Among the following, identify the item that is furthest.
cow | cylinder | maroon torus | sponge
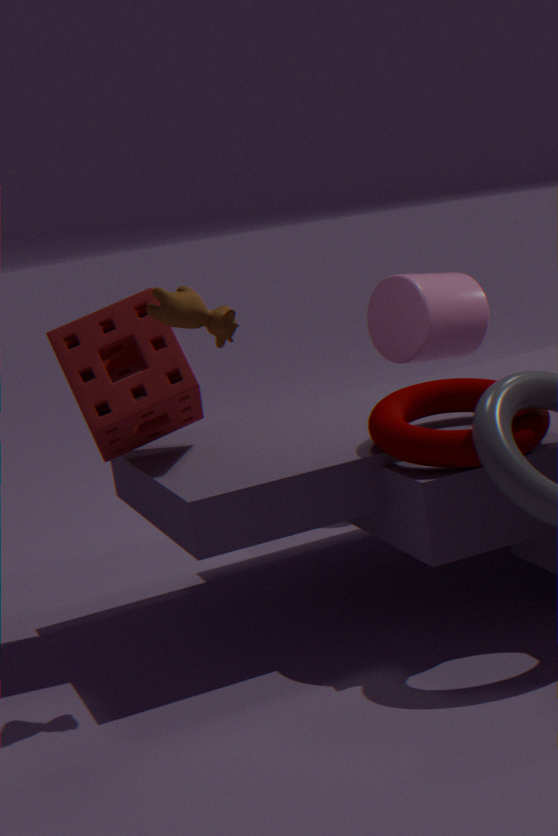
cylinder
